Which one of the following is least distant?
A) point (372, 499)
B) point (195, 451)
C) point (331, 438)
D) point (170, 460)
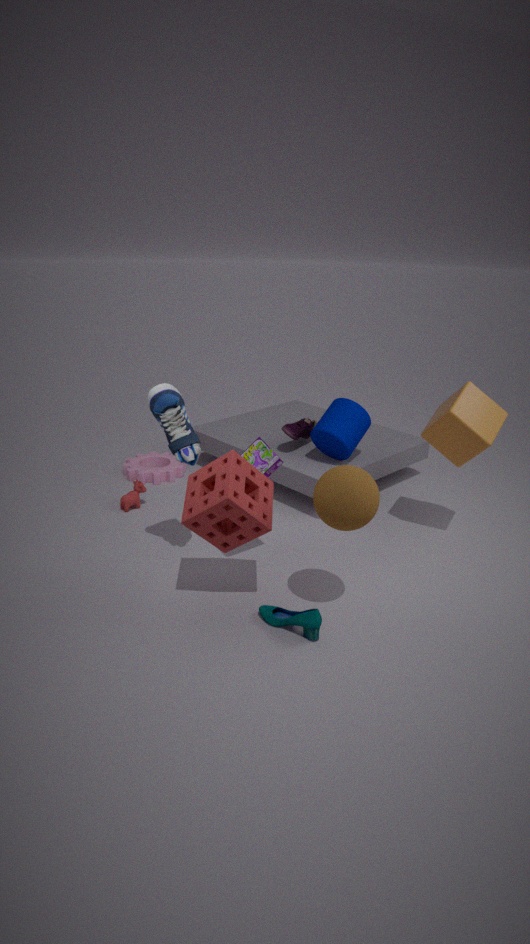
A. point (372, 499)
